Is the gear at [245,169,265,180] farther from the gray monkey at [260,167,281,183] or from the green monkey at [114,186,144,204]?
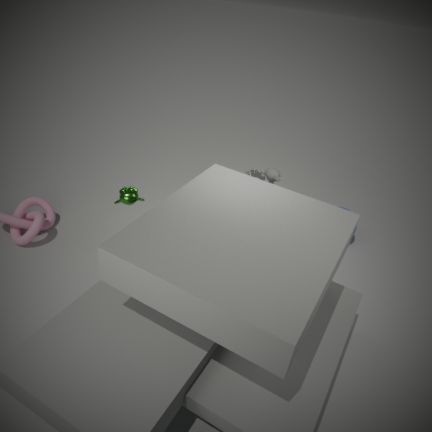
the green monkey at [114,186,144,204]
